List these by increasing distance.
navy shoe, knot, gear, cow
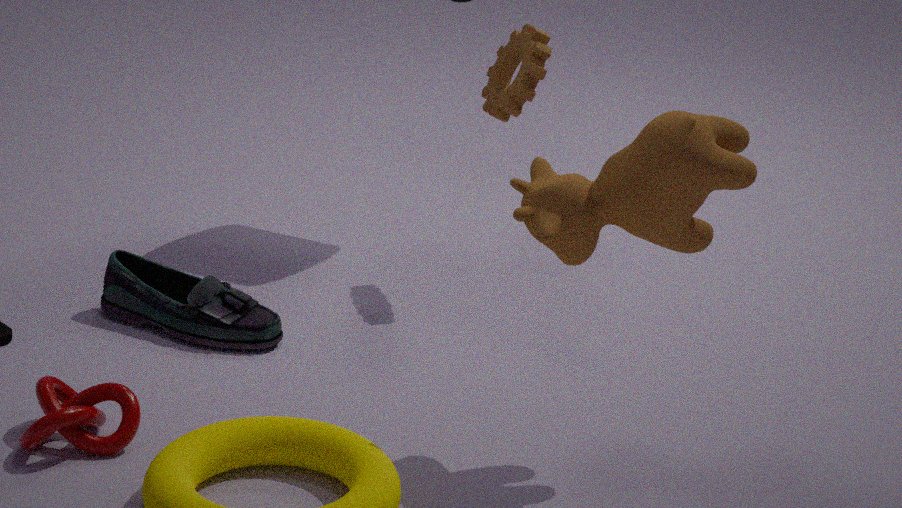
cow
knot
navy shoe
gear
